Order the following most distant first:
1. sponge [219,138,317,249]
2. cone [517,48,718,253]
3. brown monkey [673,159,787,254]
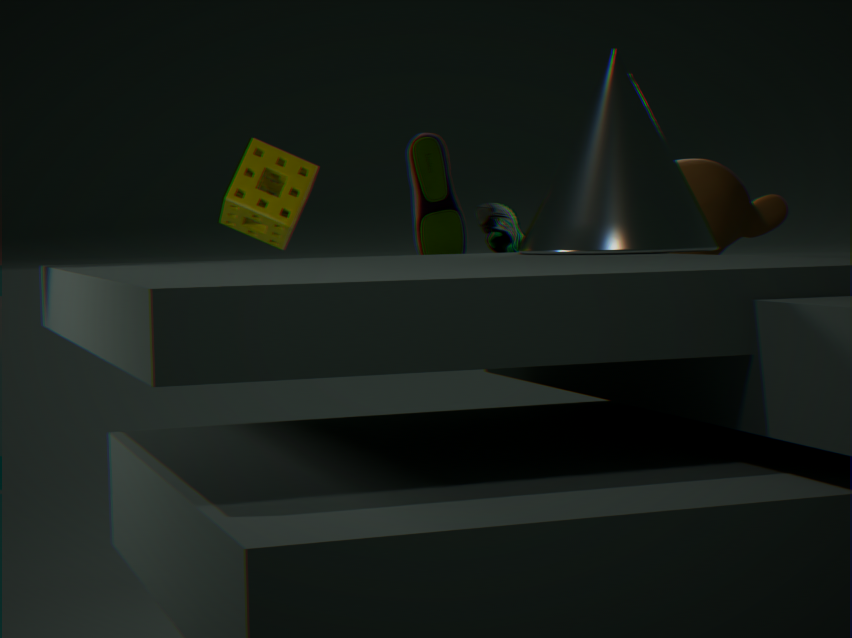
sponge [219,138,317,249], brown monkey [673,159,787,254], cone [517,48,718,253]
